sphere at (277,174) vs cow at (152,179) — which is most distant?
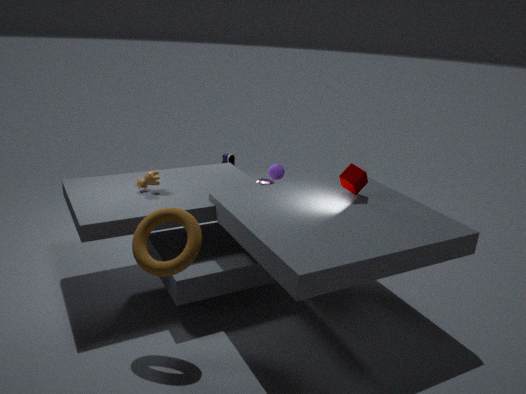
sphere at (277,174)
